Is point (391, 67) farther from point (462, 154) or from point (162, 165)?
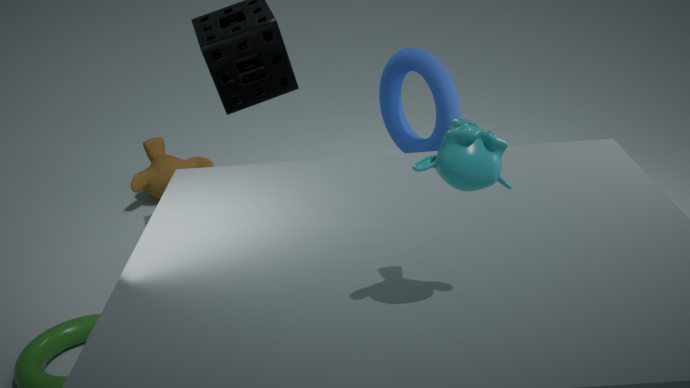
point (462, 154)
